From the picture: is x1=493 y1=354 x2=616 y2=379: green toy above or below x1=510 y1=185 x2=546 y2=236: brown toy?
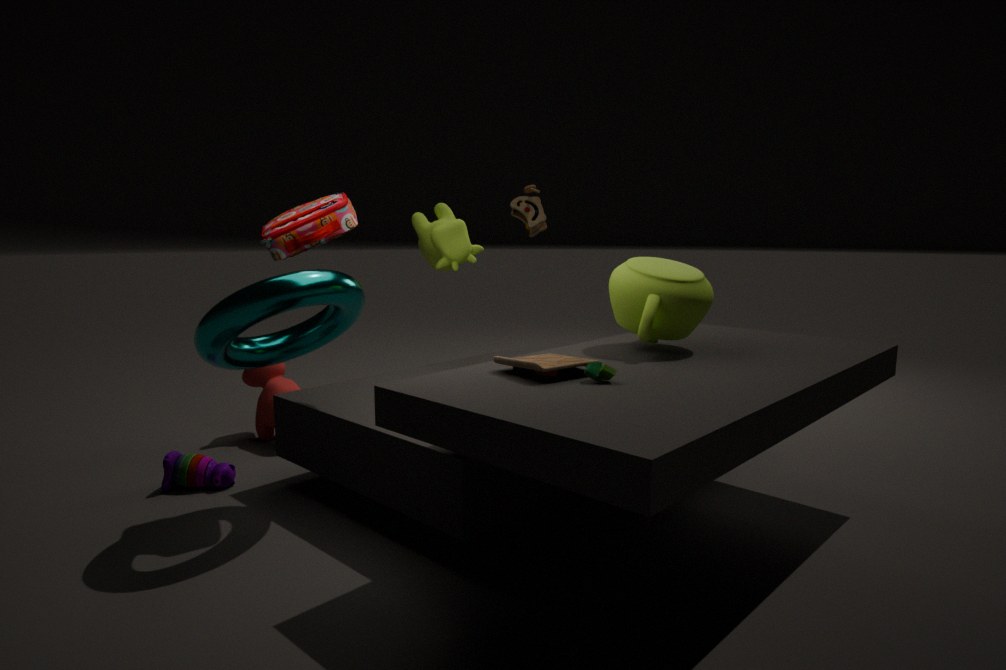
below
